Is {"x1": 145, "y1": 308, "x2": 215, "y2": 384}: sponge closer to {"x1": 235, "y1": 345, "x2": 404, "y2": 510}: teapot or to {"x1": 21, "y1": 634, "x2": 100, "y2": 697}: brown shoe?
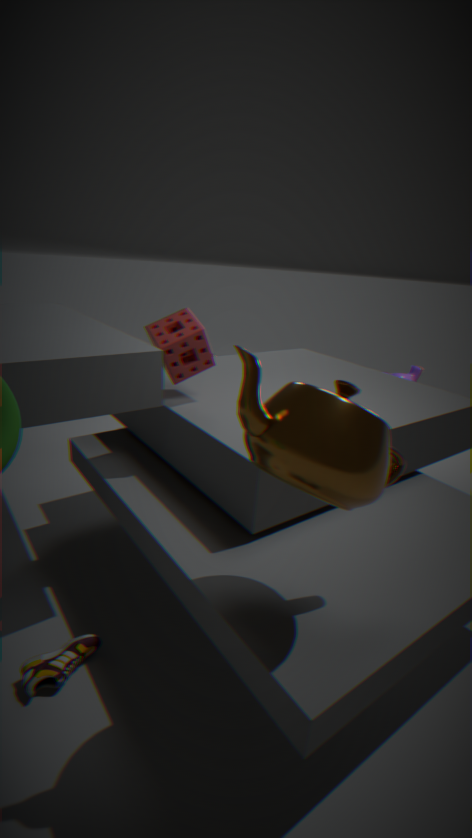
{"x1": 235, "y1": 345, "x2": 404, "y2": 510}: teapot
